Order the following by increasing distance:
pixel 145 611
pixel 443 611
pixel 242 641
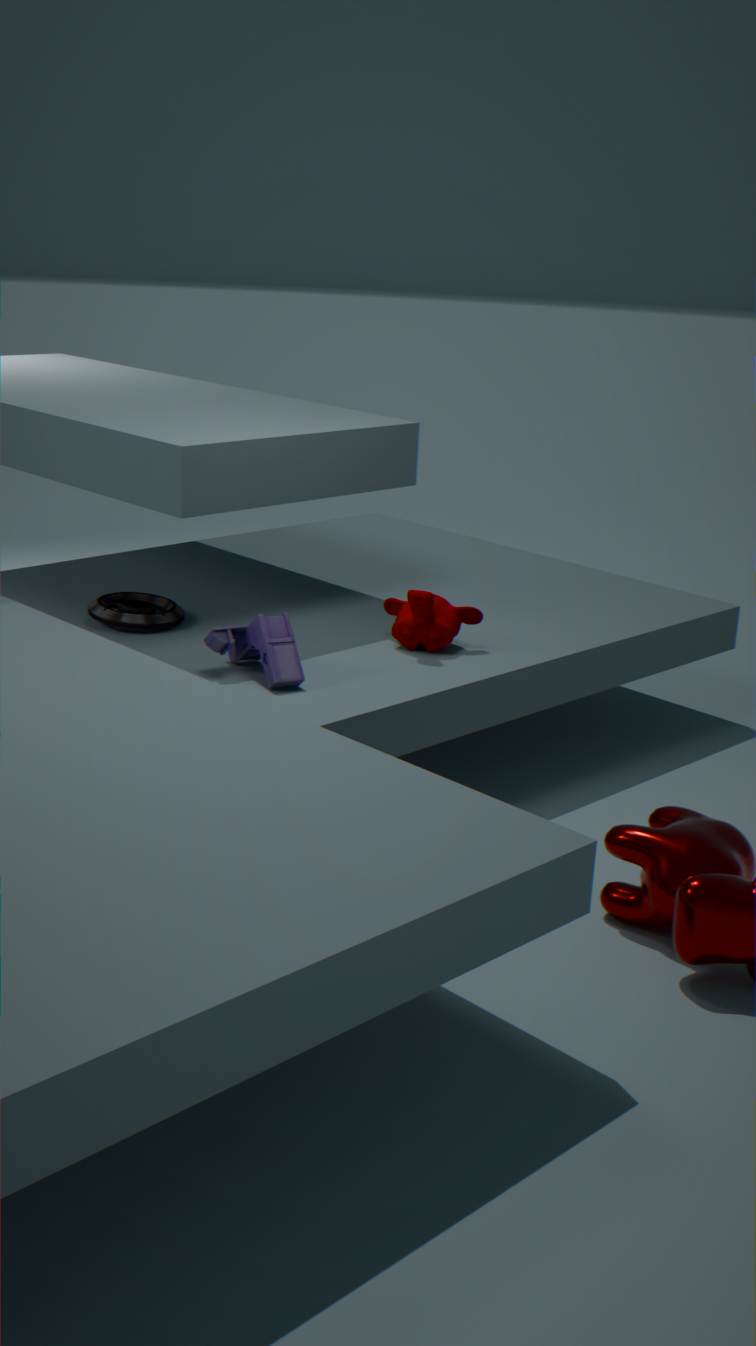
pixel 242 641, pixel 443 611, pixel 145 611
